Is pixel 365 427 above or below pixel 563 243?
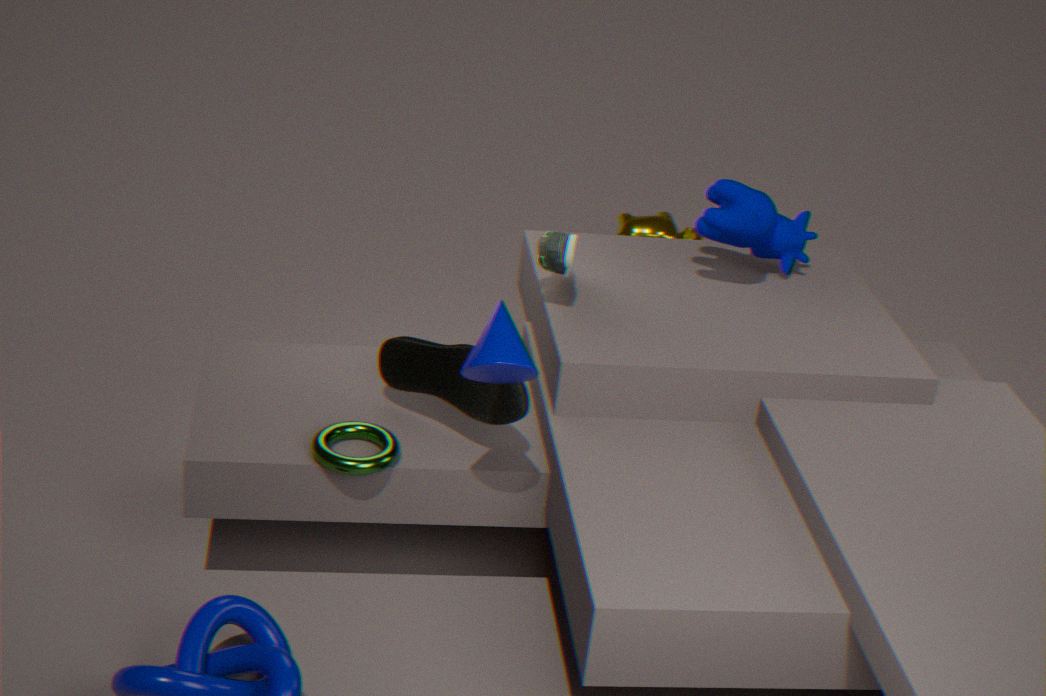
below
